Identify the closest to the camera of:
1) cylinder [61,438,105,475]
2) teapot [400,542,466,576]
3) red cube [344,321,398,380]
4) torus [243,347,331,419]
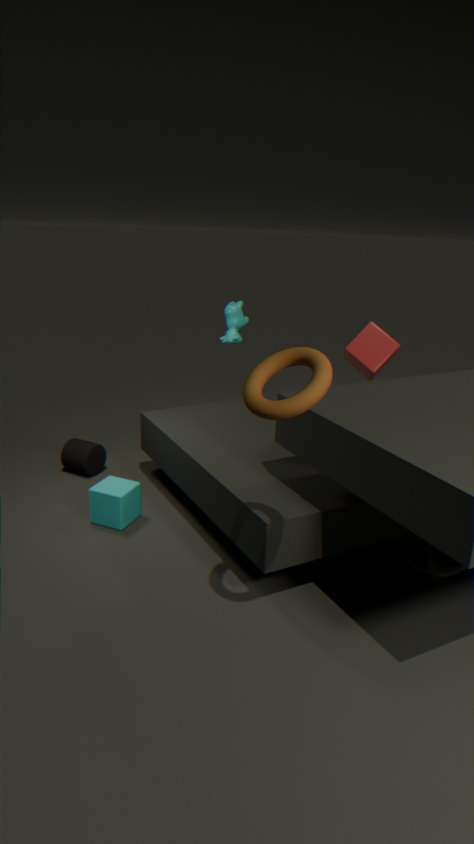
4. torus [243,347,331,419]
